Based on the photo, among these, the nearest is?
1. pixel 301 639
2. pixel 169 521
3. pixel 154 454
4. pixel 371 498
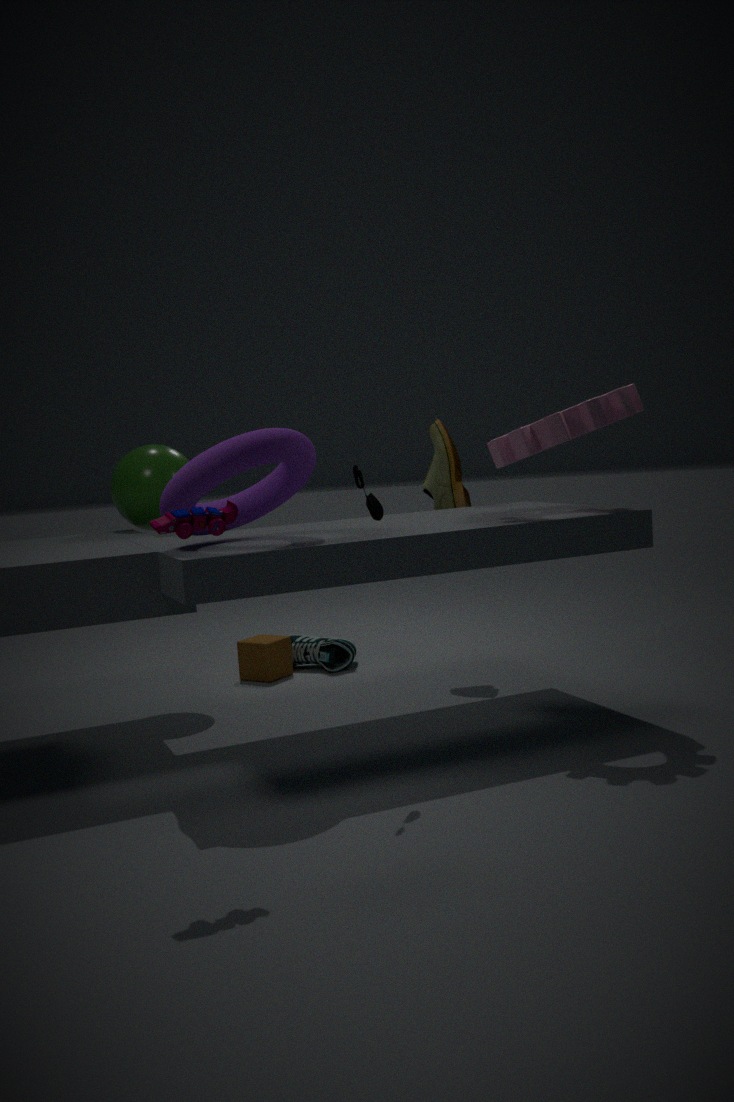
pixel 169 521
